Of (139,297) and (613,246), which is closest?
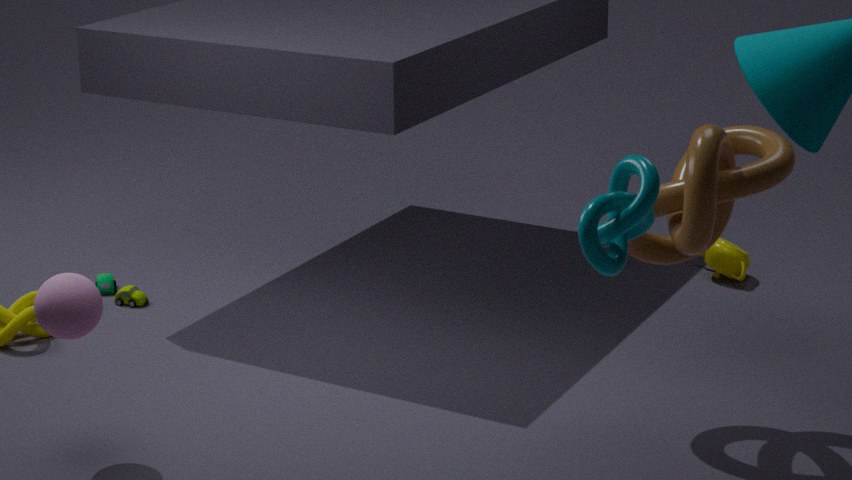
(613,246)
